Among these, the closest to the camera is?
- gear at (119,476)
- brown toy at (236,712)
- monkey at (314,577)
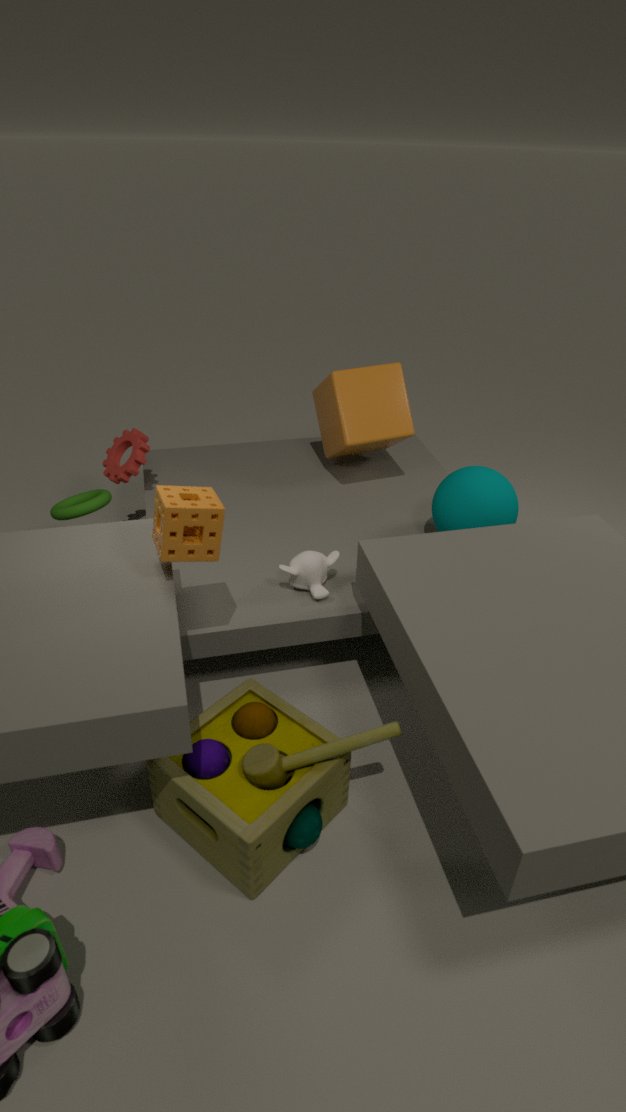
brown toy at (236,712)
